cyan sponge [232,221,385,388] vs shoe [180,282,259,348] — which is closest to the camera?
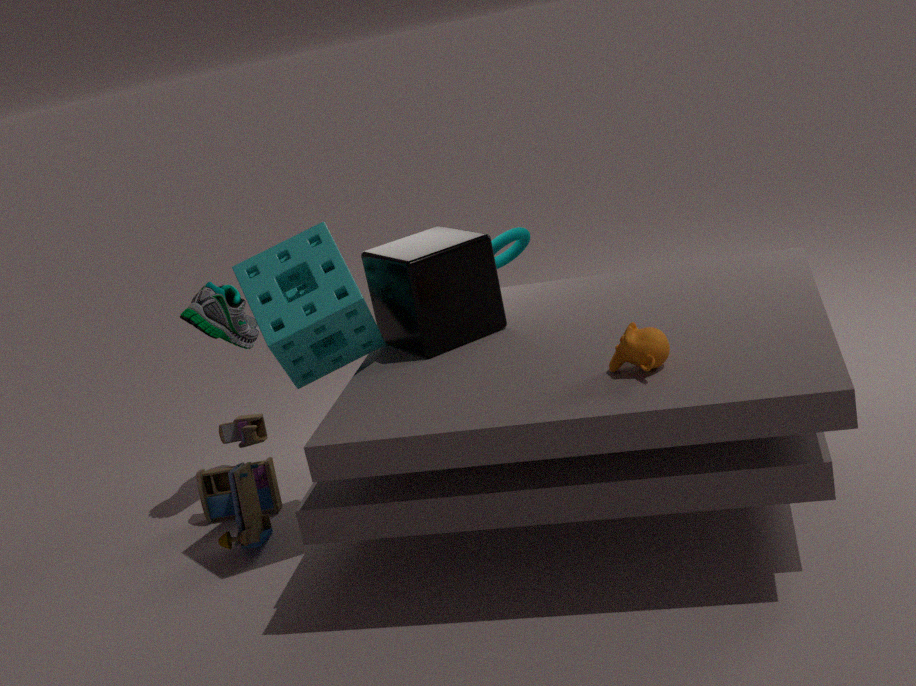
cyan sponge [232,221,385,388]
